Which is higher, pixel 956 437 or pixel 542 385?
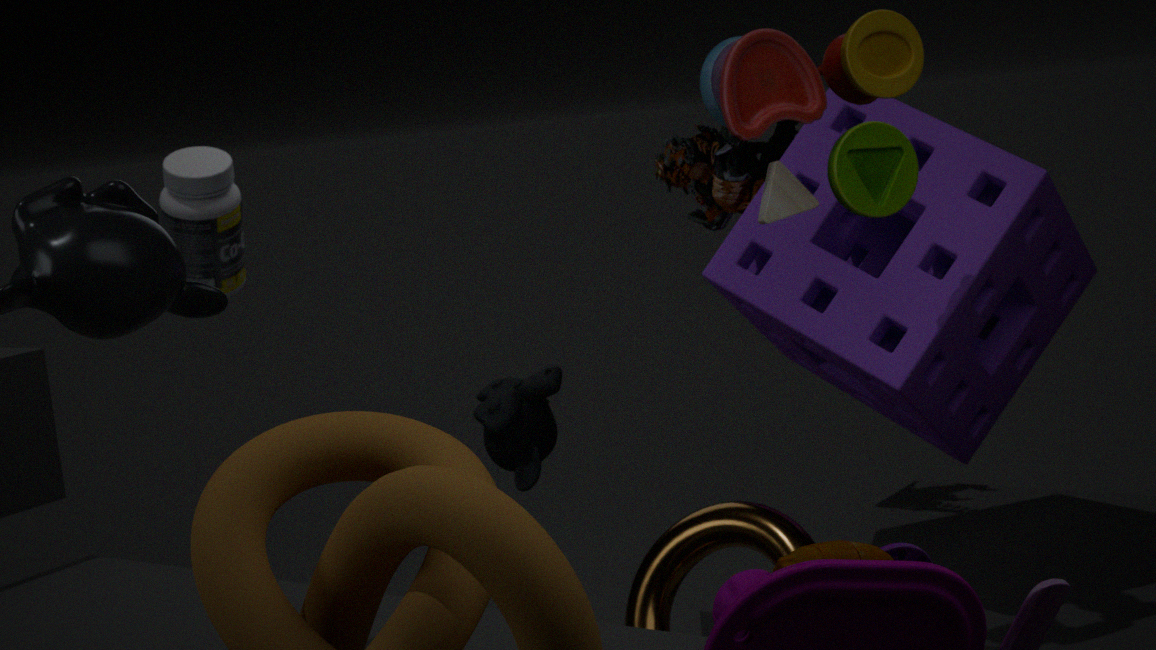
pixel 956 437
